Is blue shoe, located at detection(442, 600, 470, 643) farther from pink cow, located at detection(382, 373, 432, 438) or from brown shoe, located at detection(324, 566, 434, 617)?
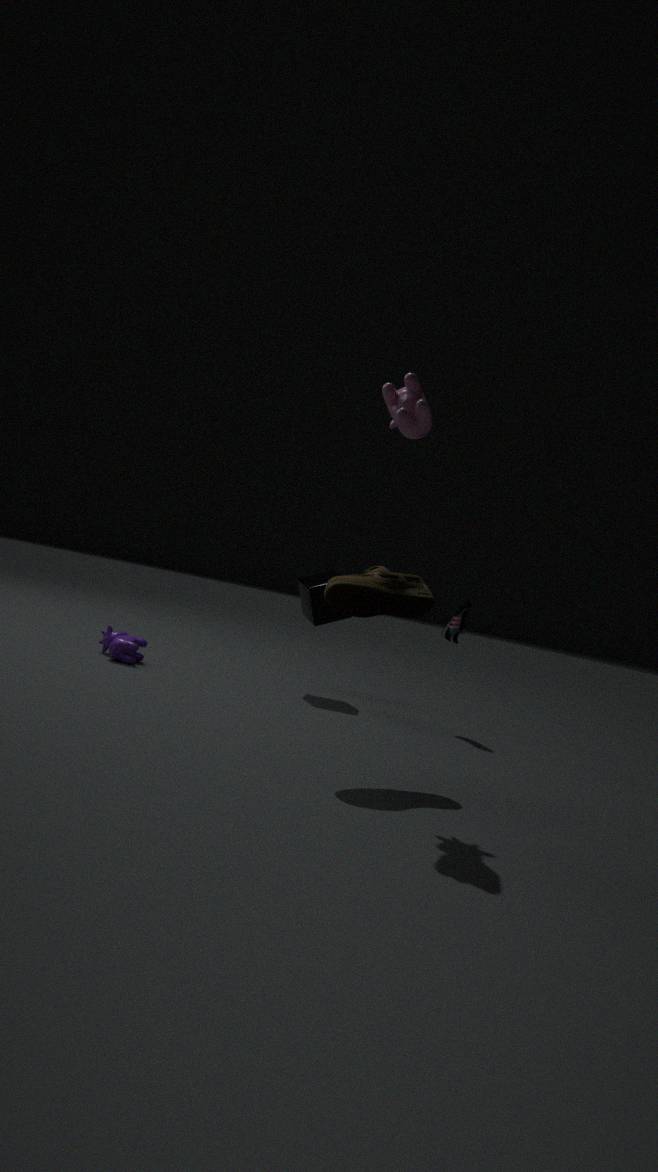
pink cow, located at detection(382, 373, 432, 438)
